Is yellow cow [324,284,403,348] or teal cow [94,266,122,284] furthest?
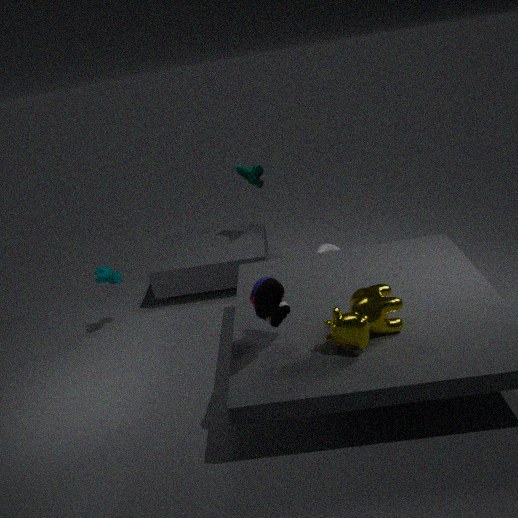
teal cow [94,266,122,284]
